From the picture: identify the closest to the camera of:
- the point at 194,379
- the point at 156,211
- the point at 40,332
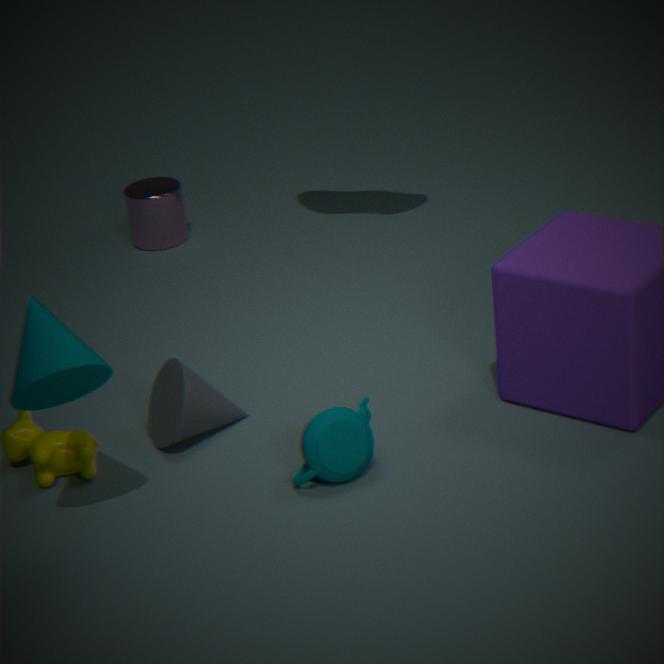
the point at 40,332
